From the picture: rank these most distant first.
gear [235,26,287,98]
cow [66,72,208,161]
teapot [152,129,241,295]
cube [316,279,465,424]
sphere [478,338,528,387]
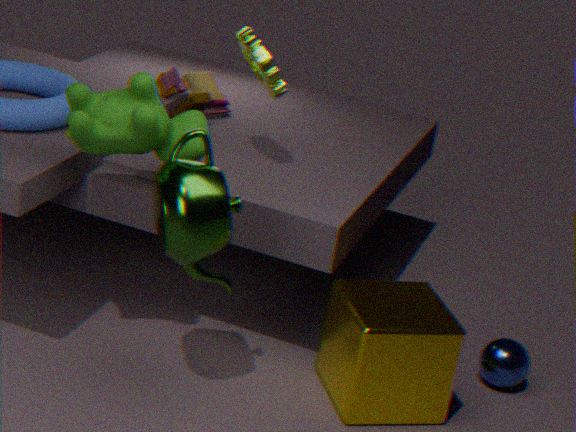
sphere [478,338,528,387]
gear [235,26,287,98]
cube [316,279,465,424]
cow [66,72,208,161]
teapot [152,129,241,295]
